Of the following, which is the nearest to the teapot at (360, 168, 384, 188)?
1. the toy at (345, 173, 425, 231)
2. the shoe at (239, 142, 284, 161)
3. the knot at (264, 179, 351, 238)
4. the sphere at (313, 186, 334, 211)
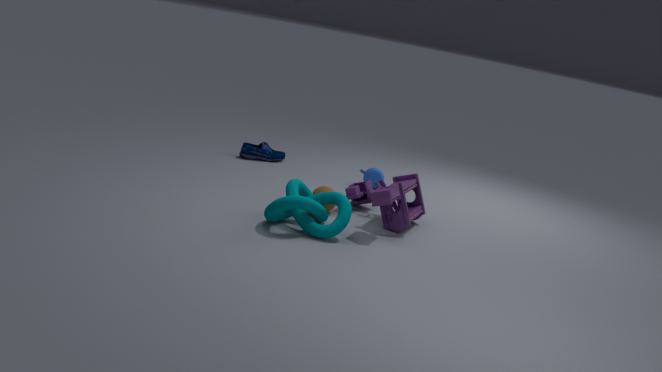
the toy at (345, 173, 425, 231)
